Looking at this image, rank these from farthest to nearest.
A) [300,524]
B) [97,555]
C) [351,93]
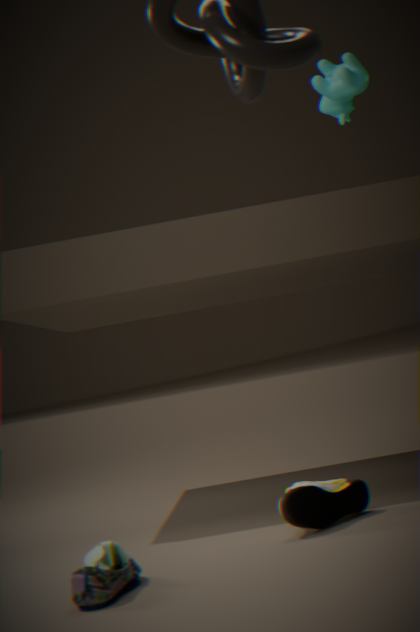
[351,93] < [300,524] < [97,555]
